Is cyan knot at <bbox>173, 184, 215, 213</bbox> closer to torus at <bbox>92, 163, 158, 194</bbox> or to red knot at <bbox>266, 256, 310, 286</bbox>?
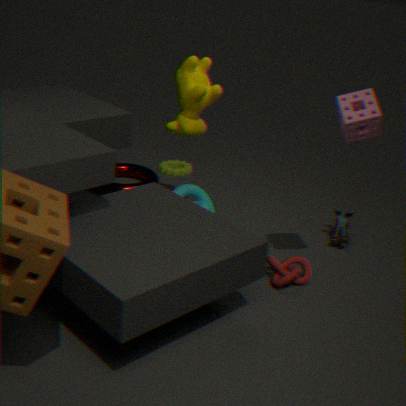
torus at <bbox>92, 163, 158, 194</bbox>
